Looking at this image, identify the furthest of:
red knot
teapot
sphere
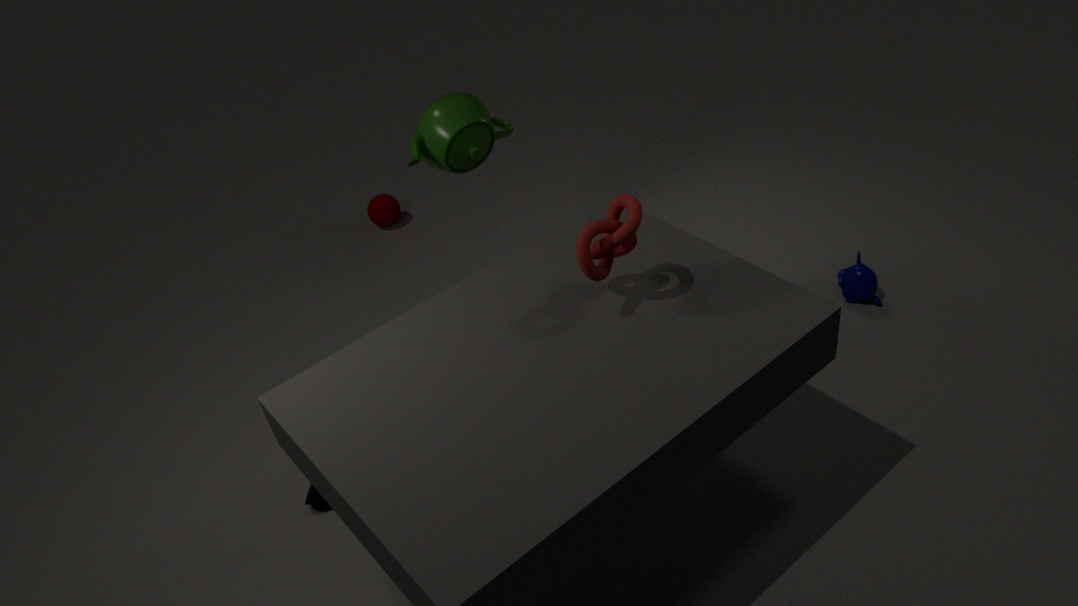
sphere
